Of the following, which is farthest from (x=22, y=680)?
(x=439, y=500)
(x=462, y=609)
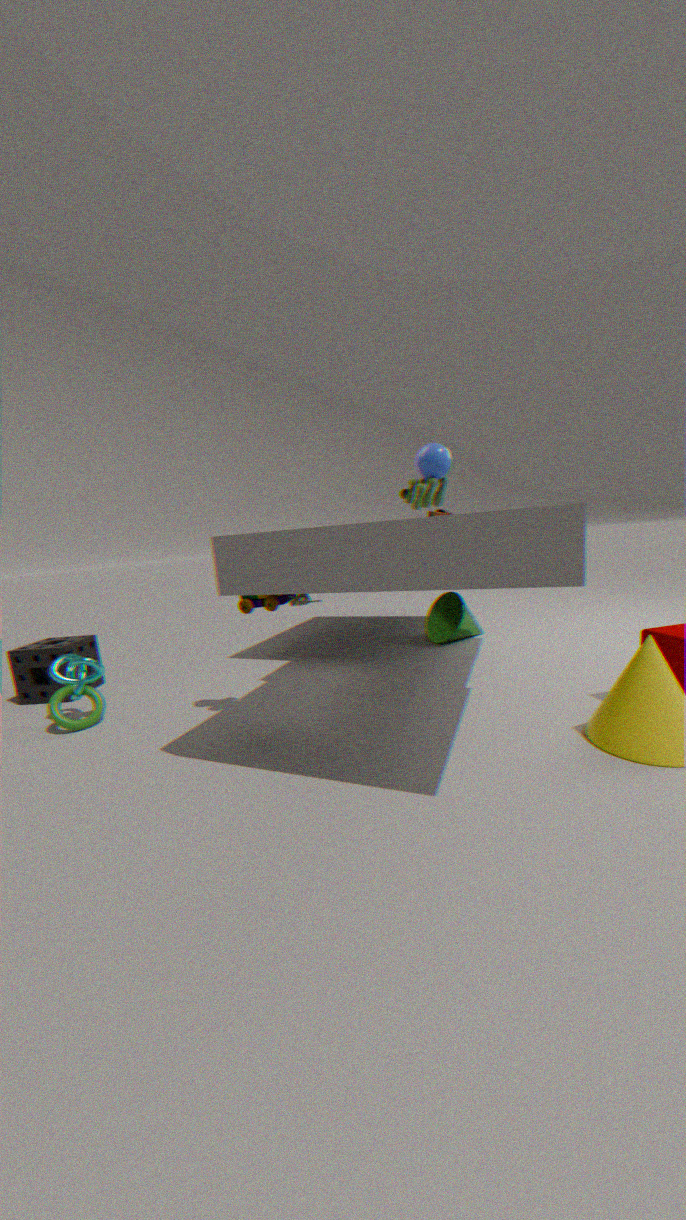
(x=462, y=609)
